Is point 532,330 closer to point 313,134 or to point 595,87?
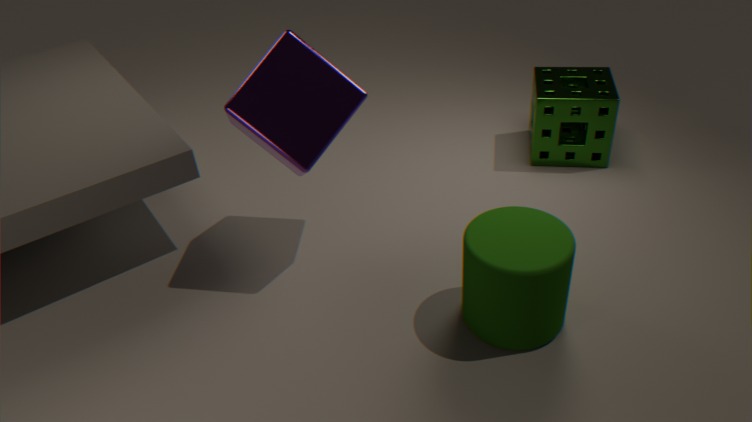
point 313,134
